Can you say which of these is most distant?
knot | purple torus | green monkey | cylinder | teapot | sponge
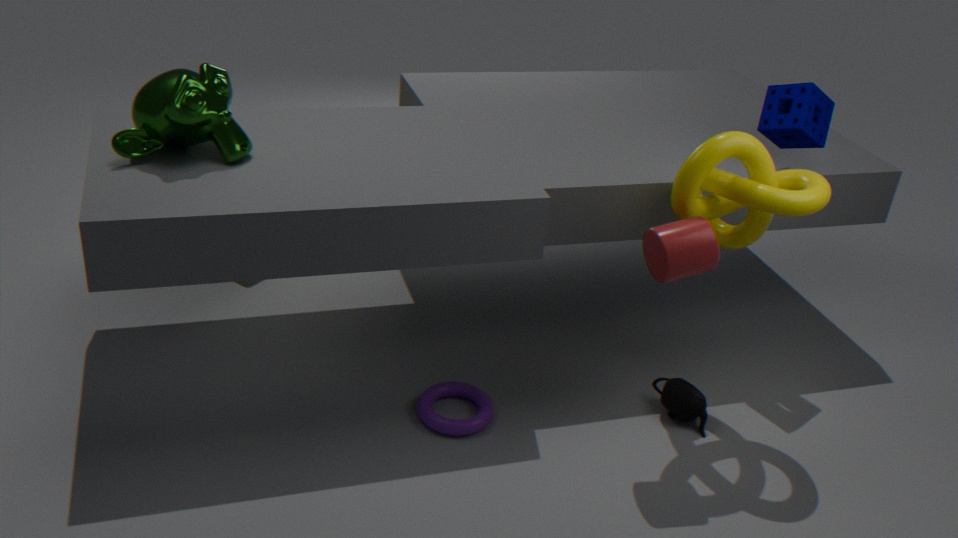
sponge
